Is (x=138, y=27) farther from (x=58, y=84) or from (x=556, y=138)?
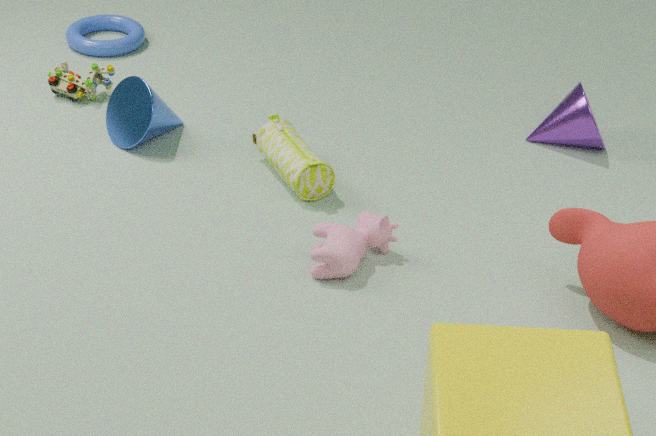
(x=556, y=138)
